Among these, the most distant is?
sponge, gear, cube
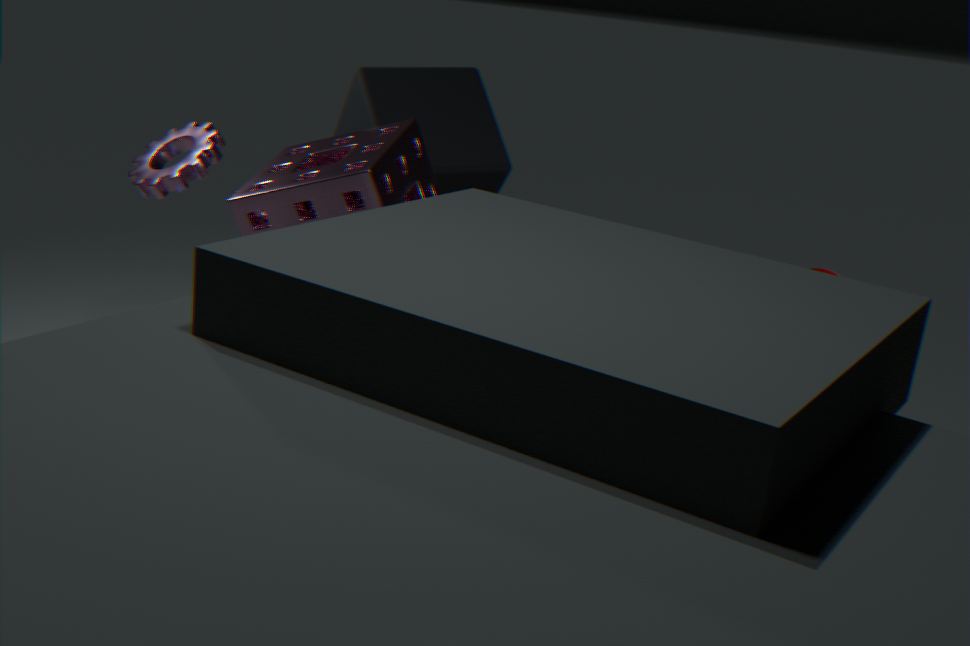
gear
